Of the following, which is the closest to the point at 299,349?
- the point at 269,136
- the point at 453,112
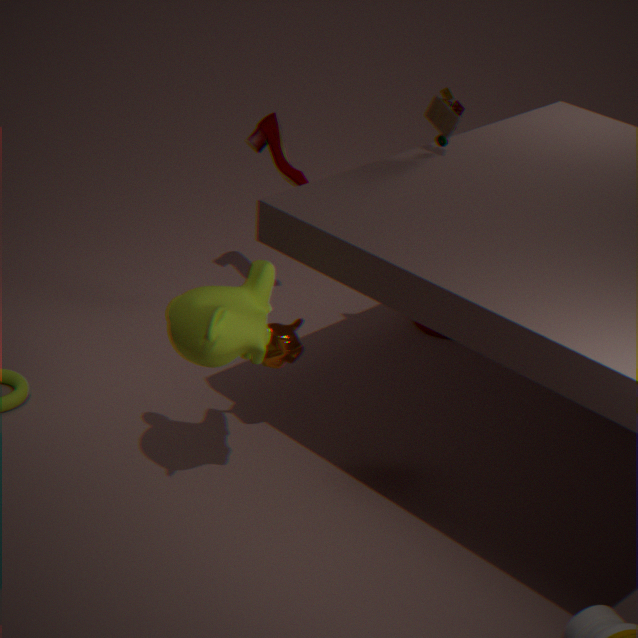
the point at 453,112
